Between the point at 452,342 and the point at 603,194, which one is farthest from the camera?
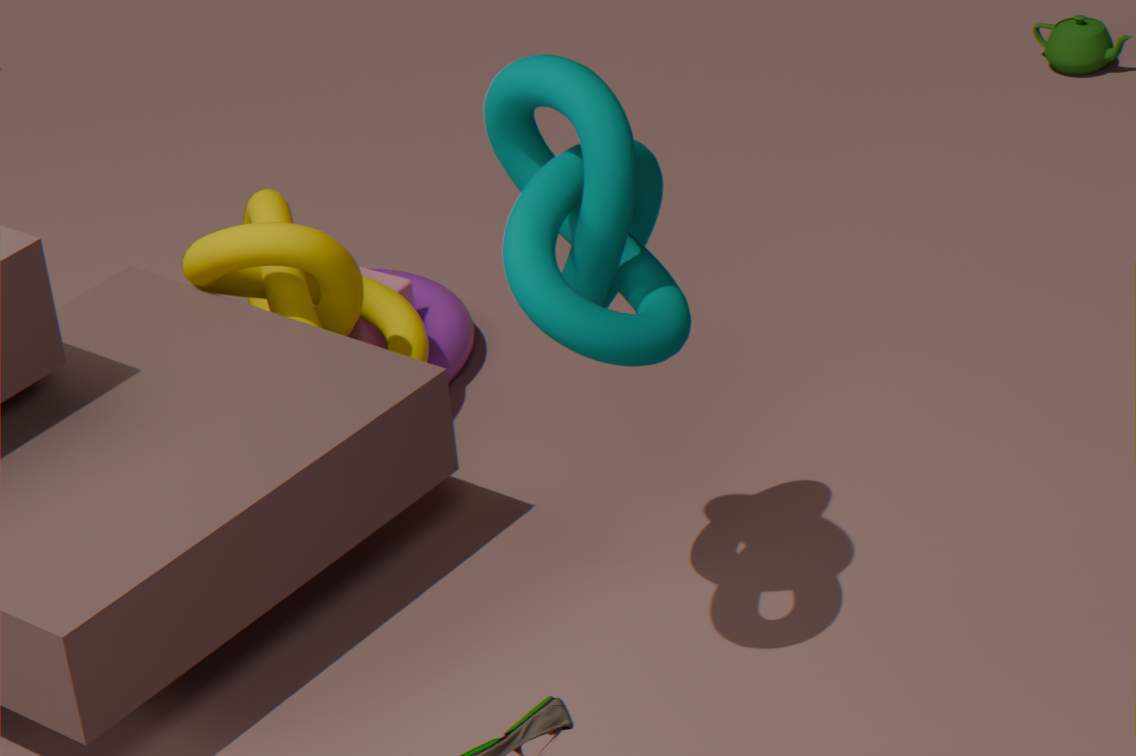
the point at 452,342
